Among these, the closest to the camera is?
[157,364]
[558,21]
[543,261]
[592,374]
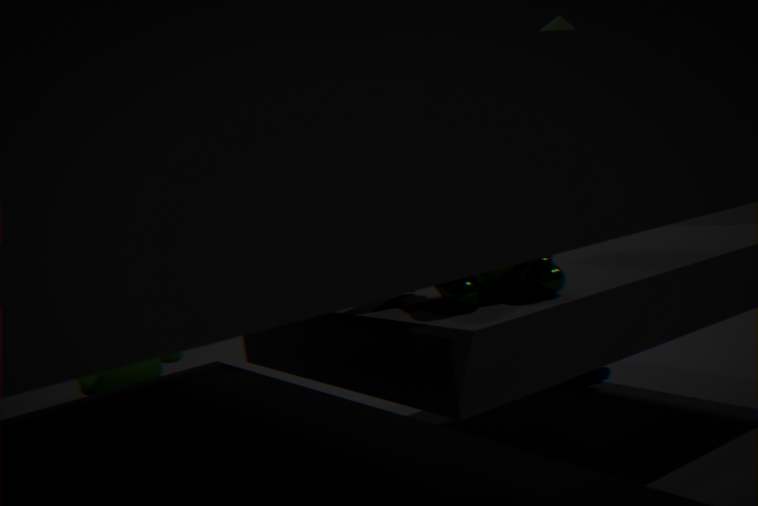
[543,261]
